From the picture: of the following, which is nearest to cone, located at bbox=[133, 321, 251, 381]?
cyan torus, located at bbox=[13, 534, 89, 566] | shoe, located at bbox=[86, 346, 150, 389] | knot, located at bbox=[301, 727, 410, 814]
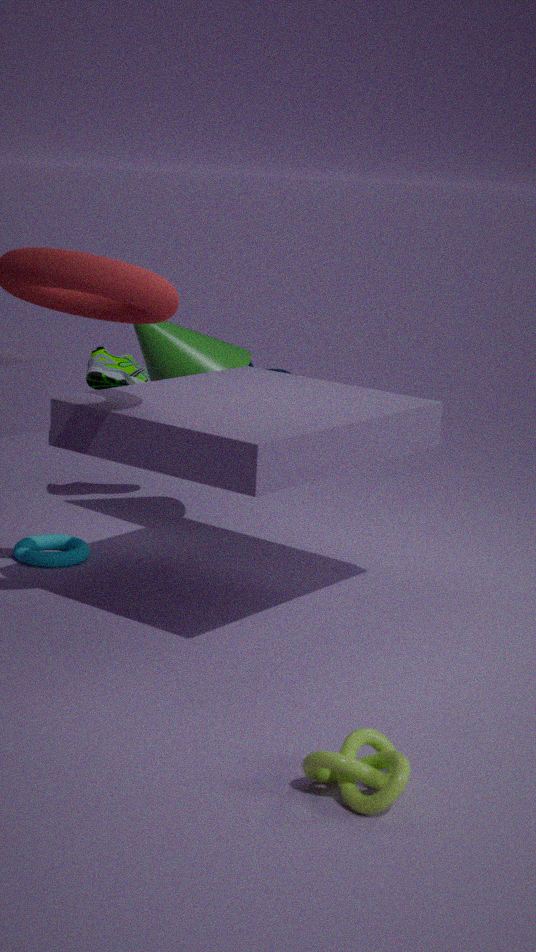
shoe, located at bbox=[86, 346, 150, 389]
